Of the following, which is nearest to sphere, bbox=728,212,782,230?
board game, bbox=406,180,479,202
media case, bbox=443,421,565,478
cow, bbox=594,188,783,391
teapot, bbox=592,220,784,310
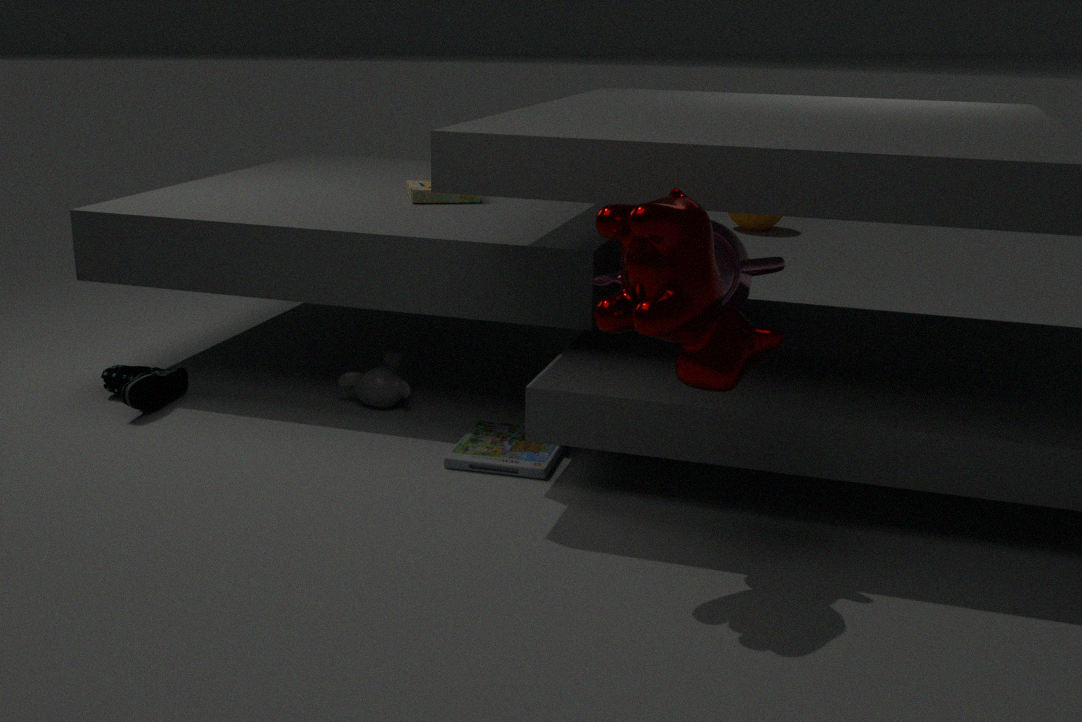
board game, bbox=406,180,479,202
